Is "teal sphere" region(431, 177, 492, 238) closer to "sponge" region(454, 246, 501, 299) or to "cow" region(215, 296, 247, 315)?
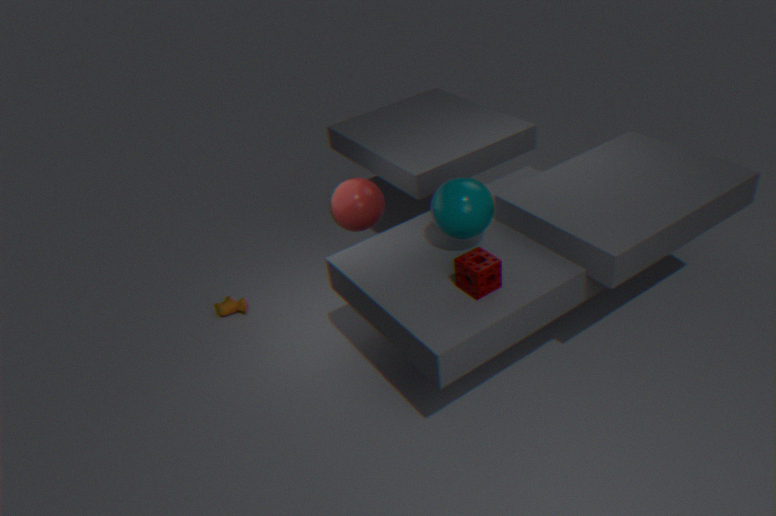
"sponge" region(454, 246, 501, 299)
